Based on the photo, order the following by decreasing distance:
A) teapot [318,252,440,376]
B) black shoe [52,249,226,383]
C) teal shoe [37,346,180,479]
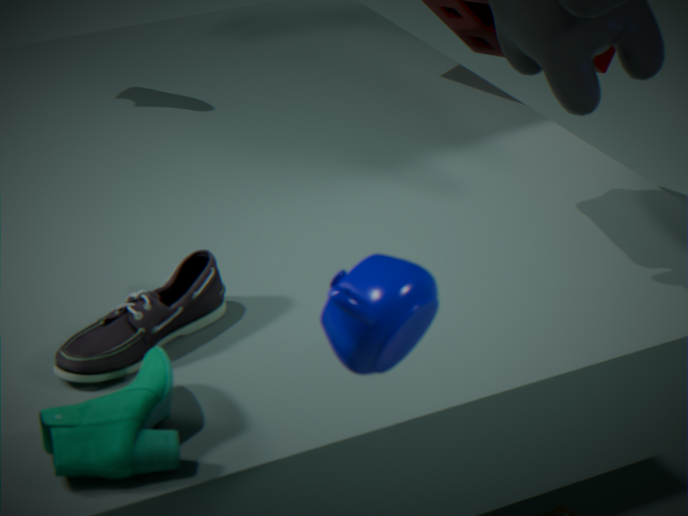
1. black shoe [52,249,226,383]
2. teal shoe [37,346,180,479]
3. teapot [318,252,440,376]
